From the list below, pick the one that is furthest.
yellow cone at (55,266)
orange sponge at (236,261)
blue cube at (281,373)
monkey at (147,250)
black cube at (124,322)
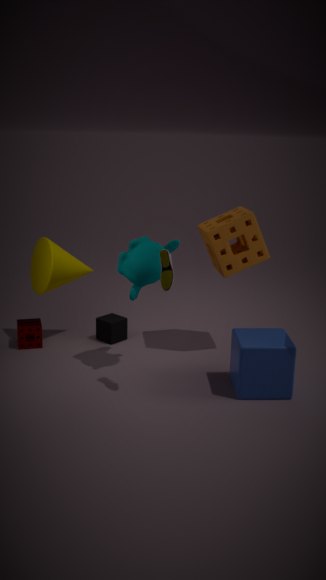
black cube at (124,322)
